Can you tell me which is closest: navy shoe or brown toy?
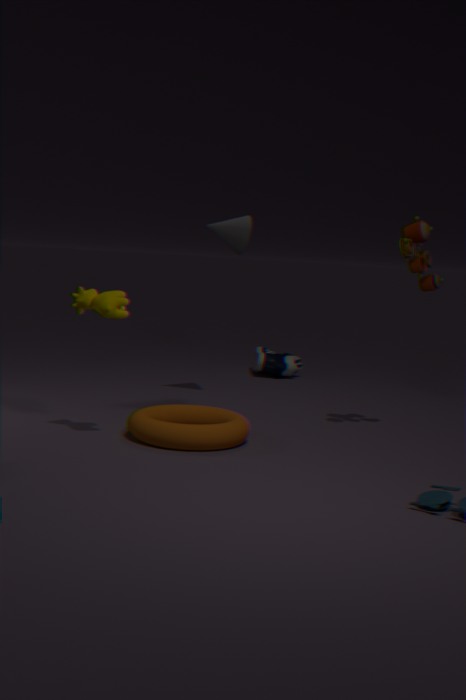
brown toy
